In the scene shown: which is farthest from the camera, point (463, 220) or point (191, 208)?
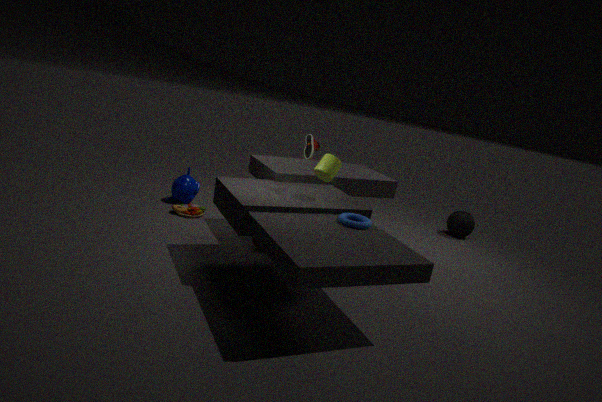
point (463, 220)
